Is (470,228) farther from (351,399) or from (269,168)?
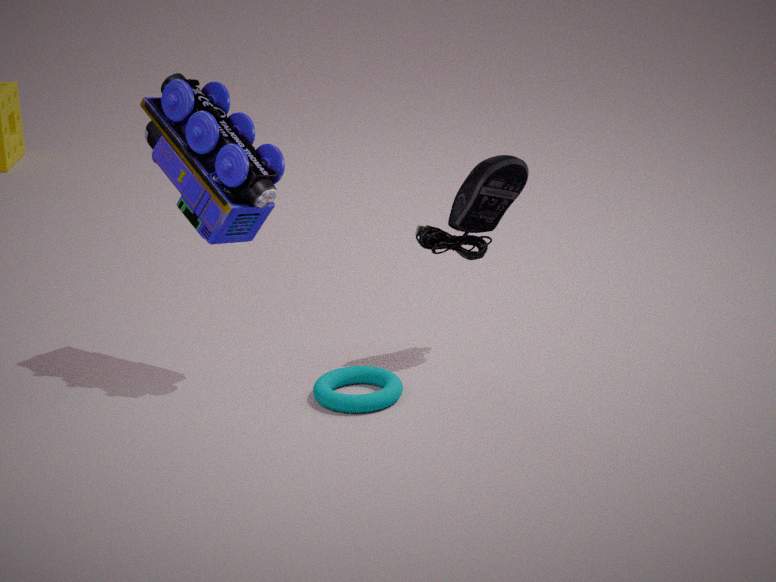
(269,168)
